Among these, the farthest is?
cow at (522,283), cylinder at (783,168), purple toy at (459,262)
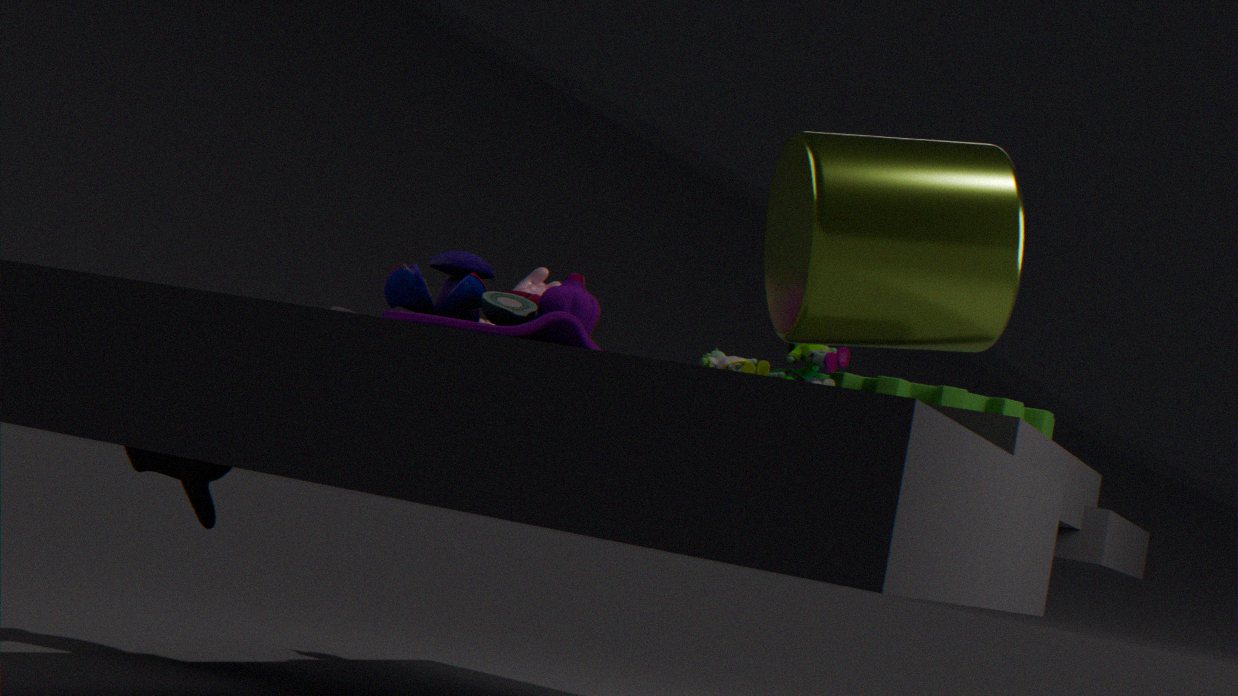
cow at (522,283)
